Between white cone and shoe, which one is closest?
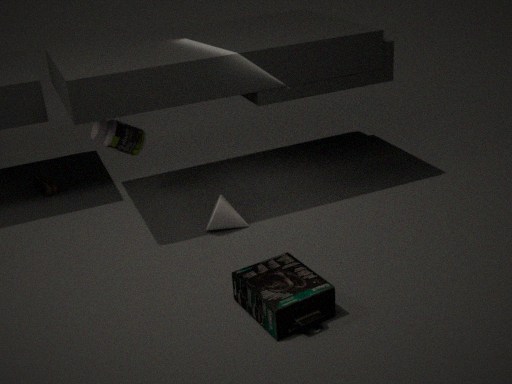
white cone
